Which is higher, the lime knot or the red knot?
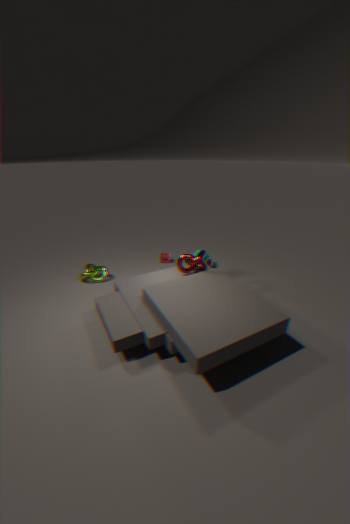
the red knot
